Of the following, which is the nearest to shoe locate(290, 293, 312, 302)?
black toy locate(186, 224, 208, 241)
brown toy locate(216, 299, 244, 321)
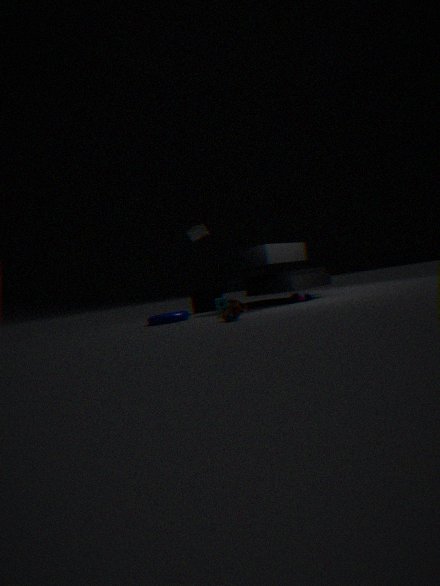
brown toy locate(216, 299, 244, 321)
